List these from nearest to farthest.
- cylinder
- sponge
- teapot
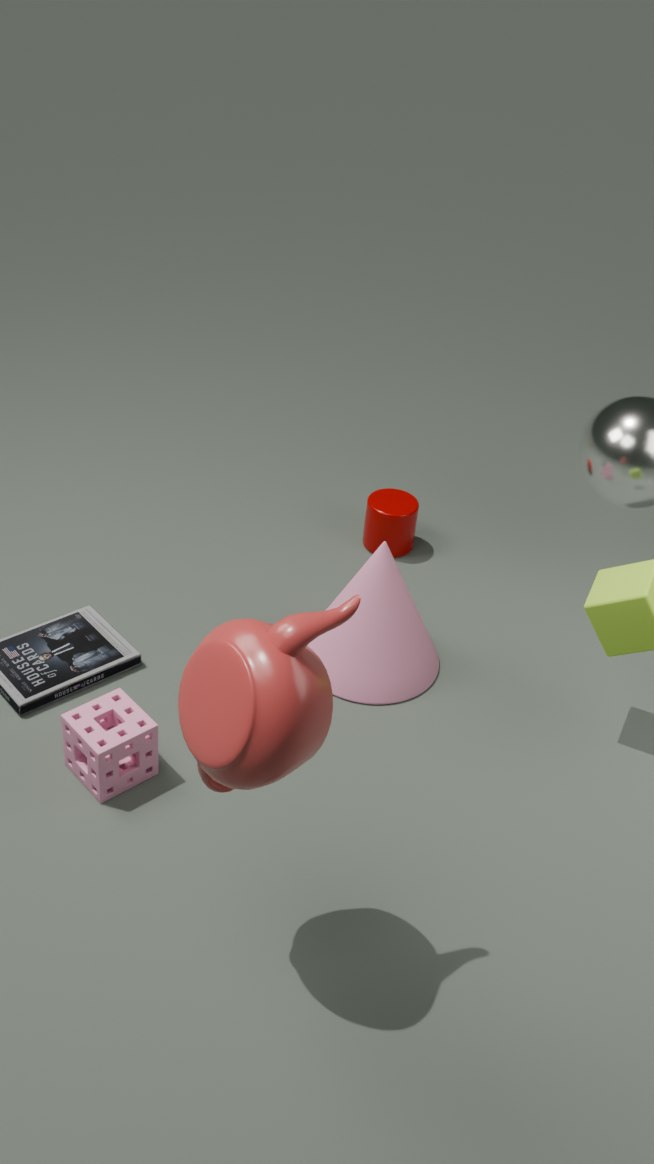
teapot, sponge, cylinder
